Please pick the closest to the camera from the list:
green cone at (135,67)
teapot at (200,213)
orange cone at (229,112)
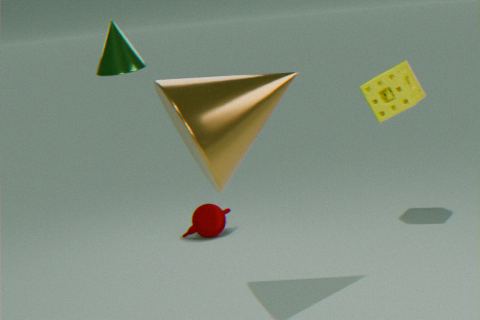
orange cone at (229,112)
